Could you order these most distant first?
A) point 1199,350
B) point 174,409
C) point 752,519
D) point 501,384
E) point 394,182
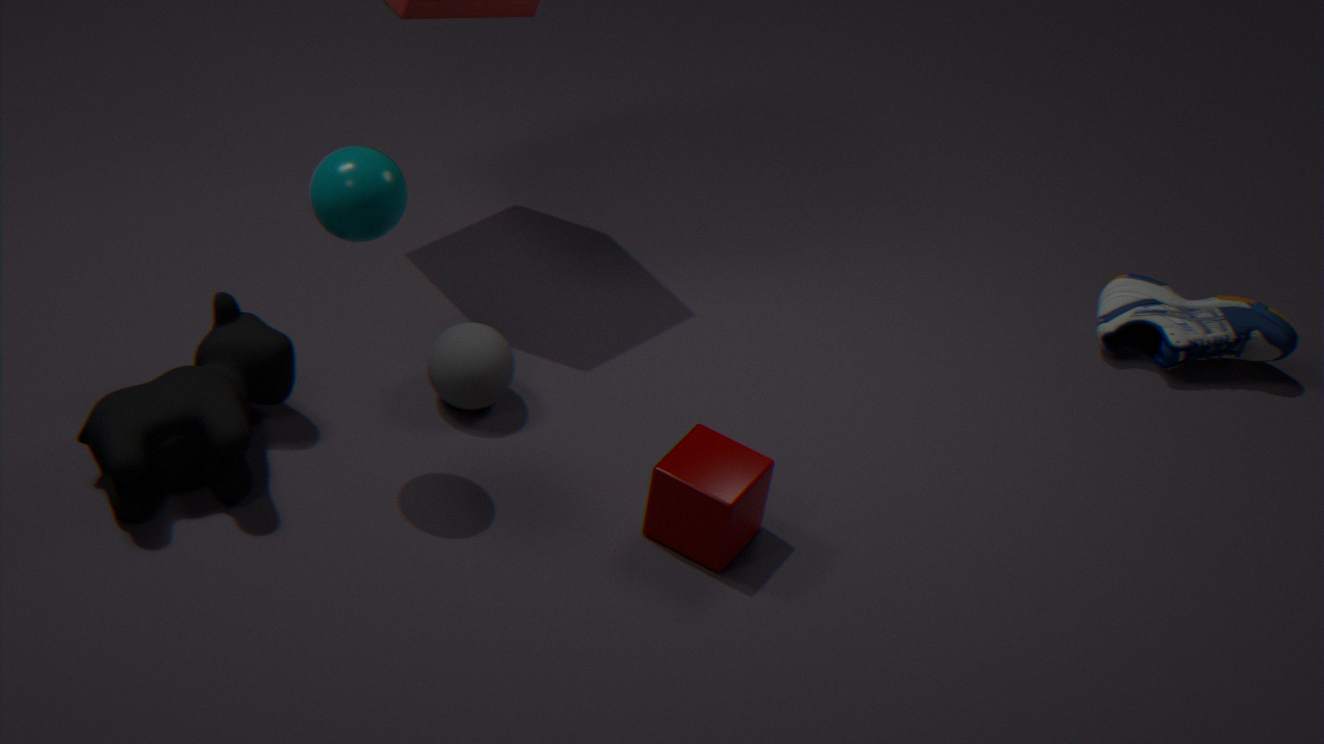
point 1199,350, point 501,384, point 752,519, point 174,409, point 394,182
